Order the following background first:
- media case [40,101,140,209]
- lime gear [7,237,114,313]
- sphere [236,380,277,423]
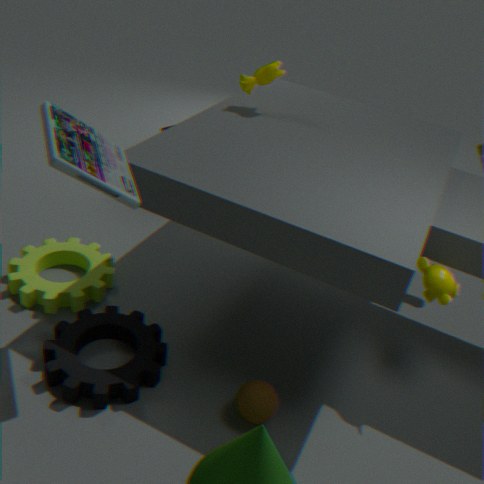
lime gear [7,237,114,313], sphere [236,380,277,423], media case [40,101,140,209]
